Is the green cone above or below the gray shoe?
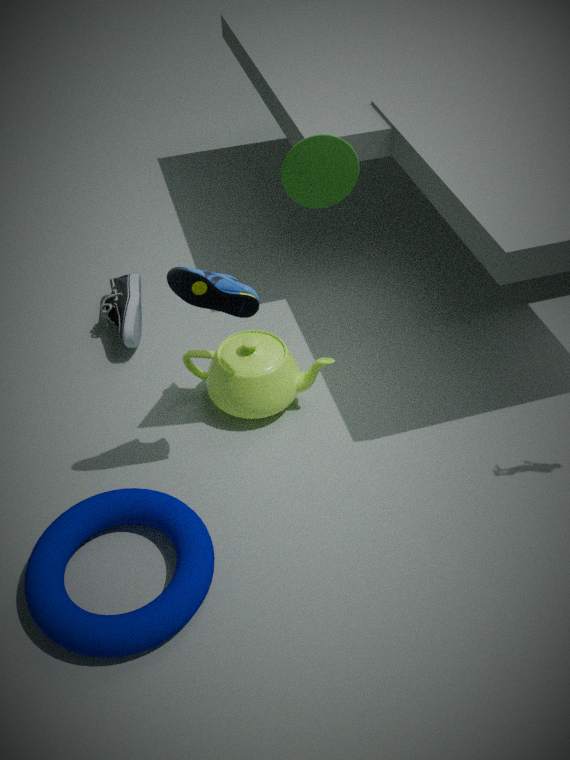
above
